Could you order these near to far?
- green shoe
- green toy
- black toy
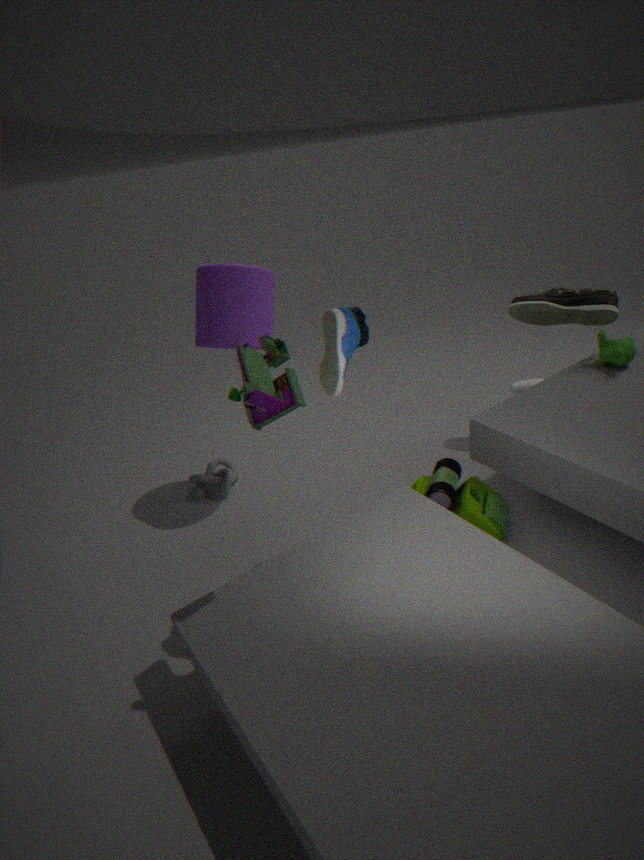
black toy → green toy → green shoe
